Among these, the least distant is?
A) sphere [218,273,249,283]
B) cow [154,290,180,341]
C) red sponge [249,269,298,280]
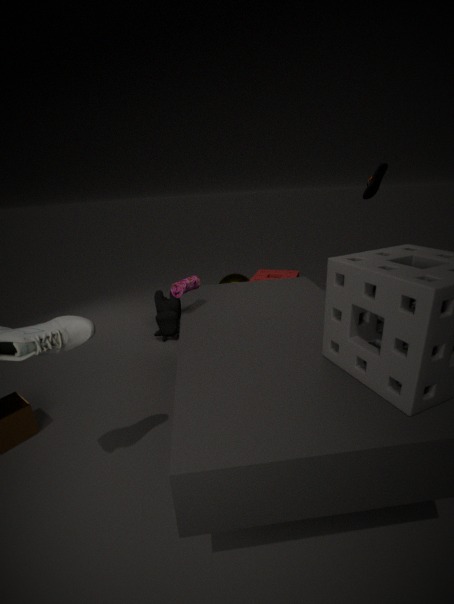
cow [154,290,180,341]
